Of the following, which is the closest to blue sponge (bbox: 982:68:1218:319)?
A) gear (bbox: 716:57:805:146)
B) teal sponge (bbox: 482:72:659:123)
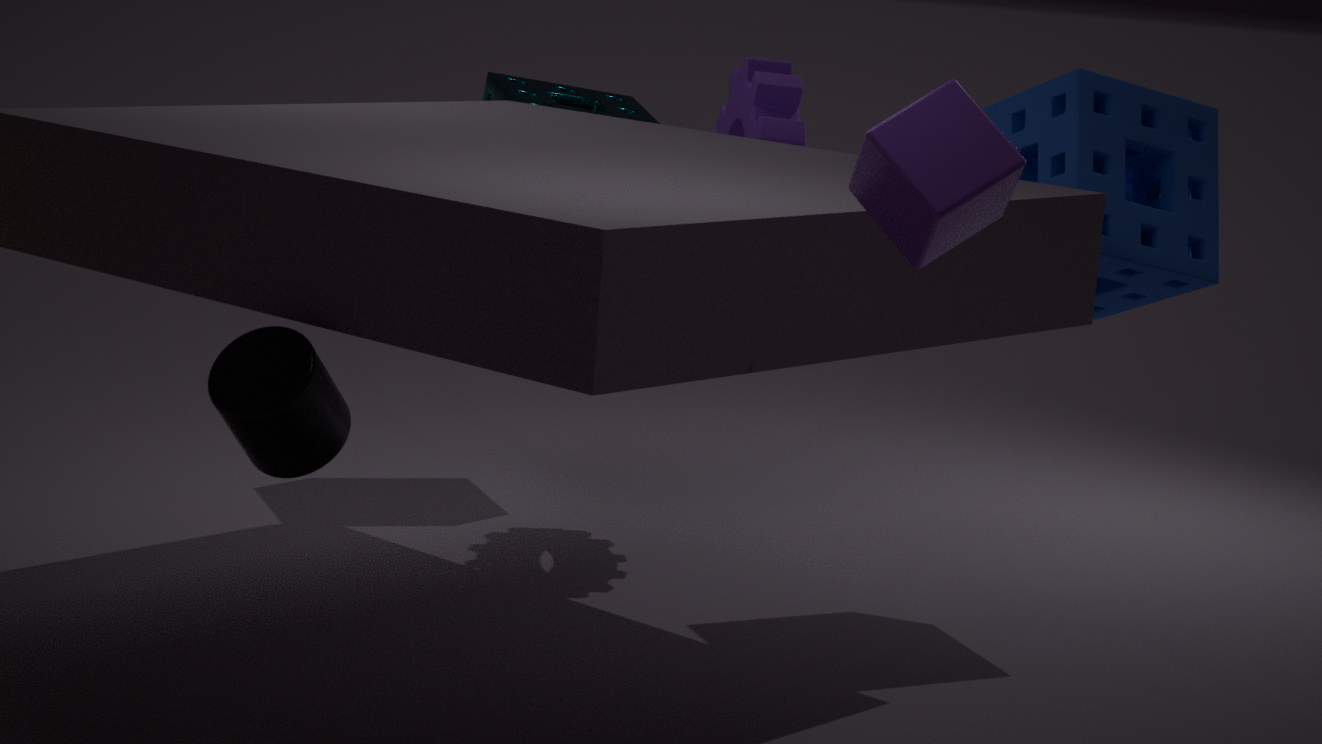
gear (bbox: 716:57:805:146)
